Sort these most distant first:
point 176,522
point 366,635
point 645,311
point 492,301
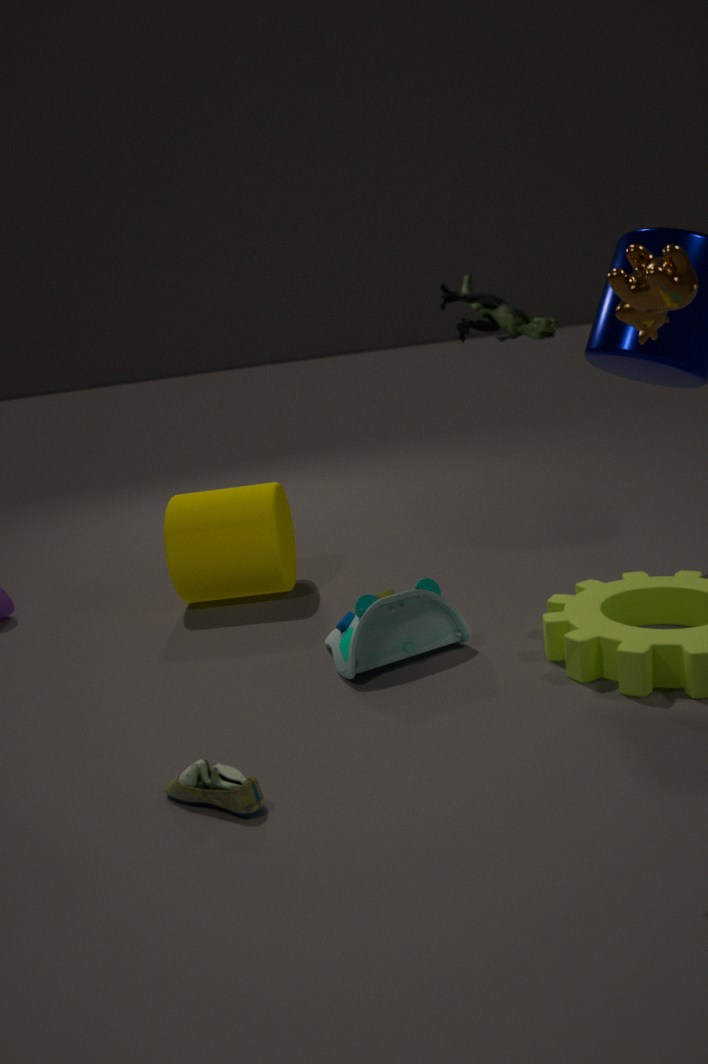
1. point 176,522
2. point 366,635
3. point 645,311
4. point 492,301
